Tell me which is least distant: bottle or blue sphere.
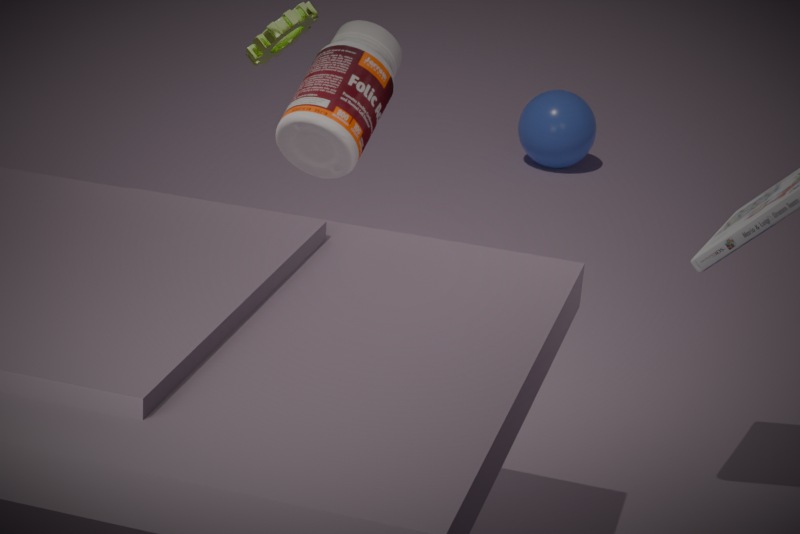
bottle
